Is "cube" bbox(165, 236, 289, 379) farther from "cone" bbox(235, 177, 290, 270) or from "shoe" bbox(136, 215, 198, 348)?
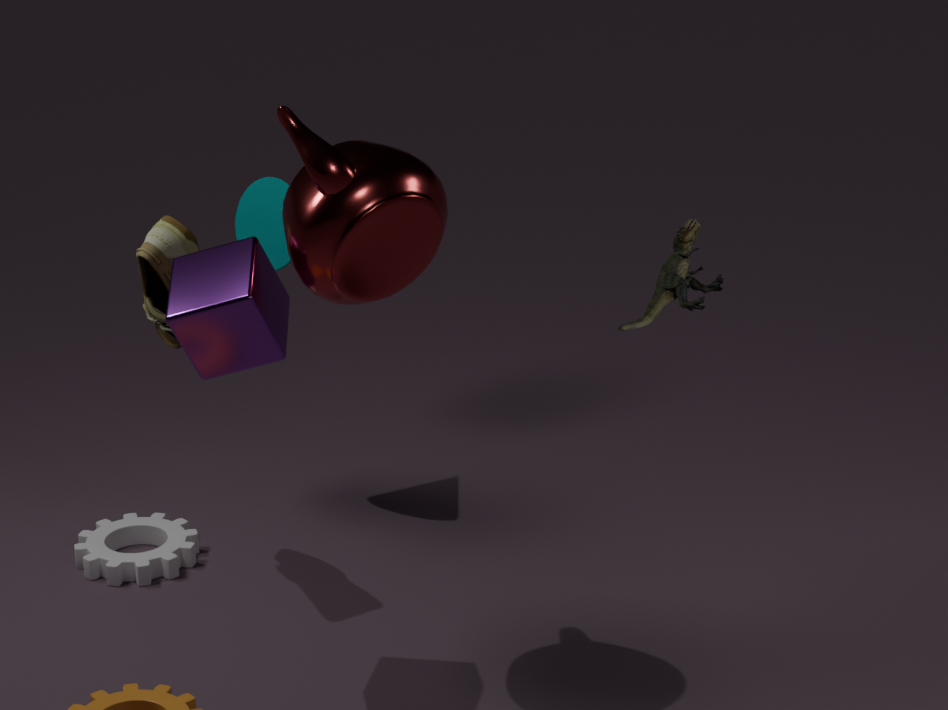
"cone" bbox(235, 177, 290, 270)
